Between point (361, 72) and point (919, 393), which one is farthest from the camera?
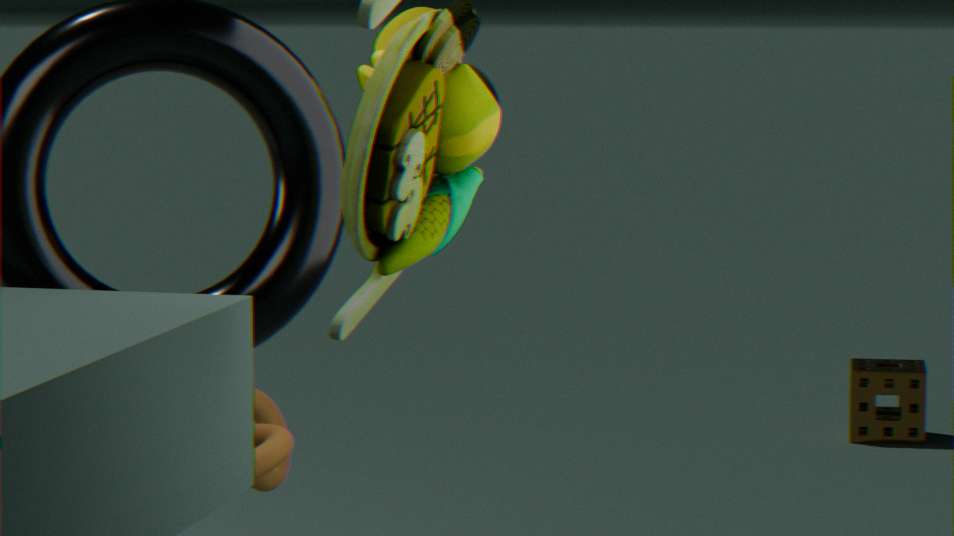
point (919, 393)
